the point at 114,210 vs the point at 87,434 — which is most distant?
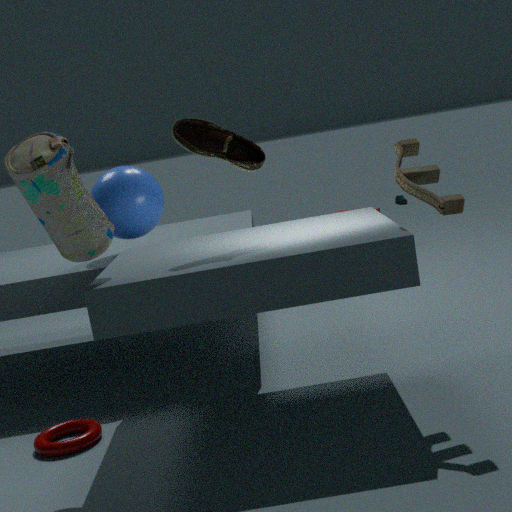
the point at 114,210
